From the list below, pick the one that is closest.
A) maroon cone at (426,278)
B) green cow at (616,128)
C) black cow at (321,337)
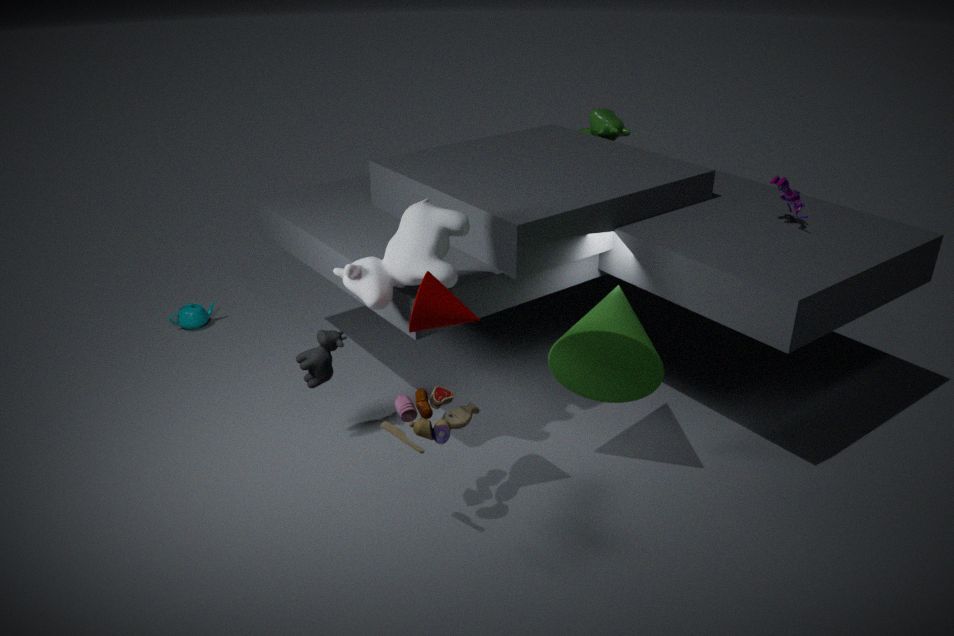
maroon cone at (426,278)
